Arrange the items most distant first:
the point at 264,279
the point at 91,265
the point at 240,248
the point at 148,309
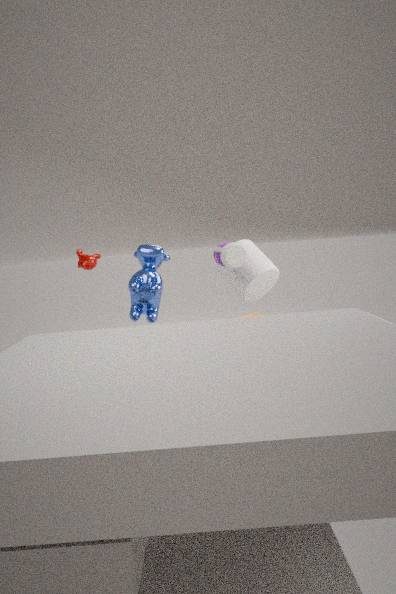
the point at 91,265 → the point at 264,279 → the point at 240,248 → the point at 148,309
